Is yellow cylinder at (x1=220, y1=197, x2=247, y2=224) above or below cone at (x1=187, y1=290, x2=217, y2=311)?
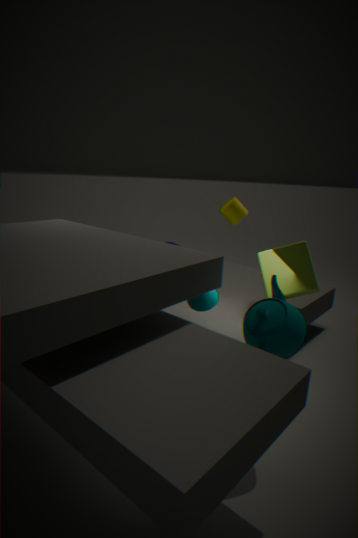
above
